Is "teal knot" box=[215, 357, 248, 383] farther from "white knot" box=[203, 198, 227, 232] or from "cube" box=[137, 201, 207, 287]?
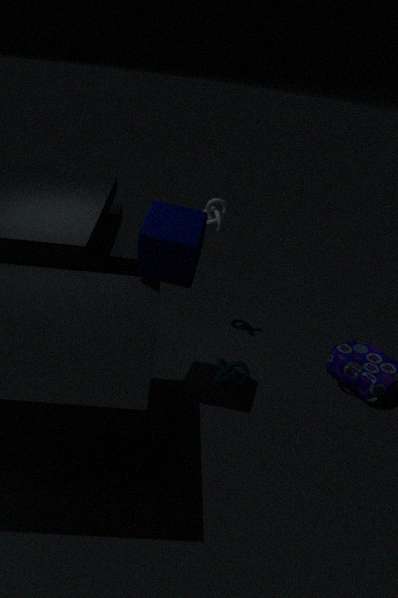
"white knot" box=[203, 198, 227, 232]
